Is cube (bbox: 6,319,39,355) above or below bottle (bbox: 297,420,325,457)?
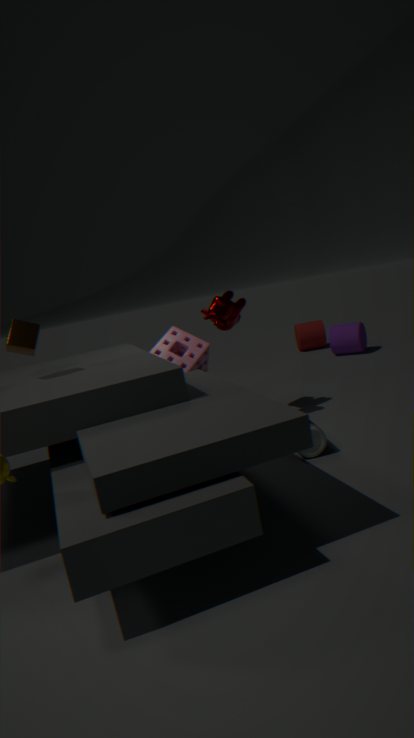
above
